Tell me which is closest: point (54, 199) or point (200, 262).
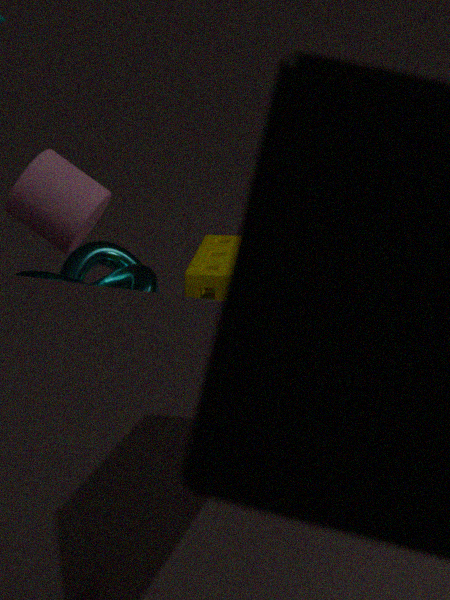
point (54, 199)
